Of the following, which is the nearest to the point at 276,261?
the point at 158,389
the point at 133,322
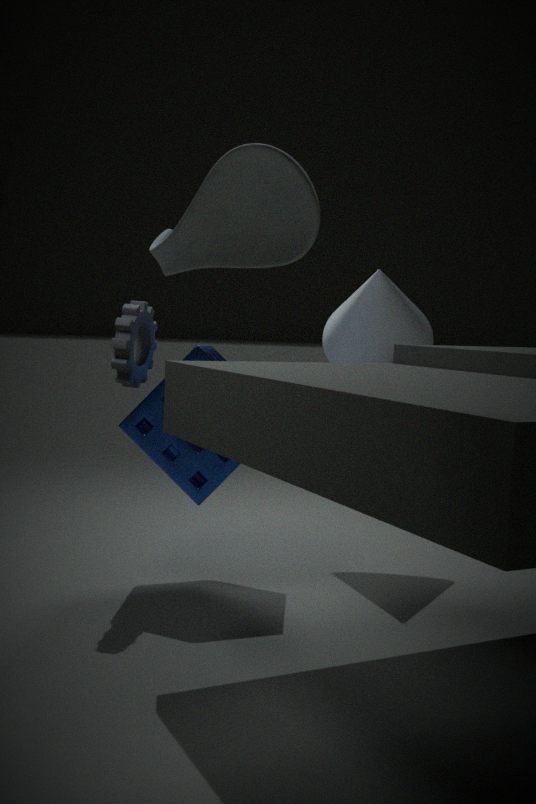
the point at 133,322
